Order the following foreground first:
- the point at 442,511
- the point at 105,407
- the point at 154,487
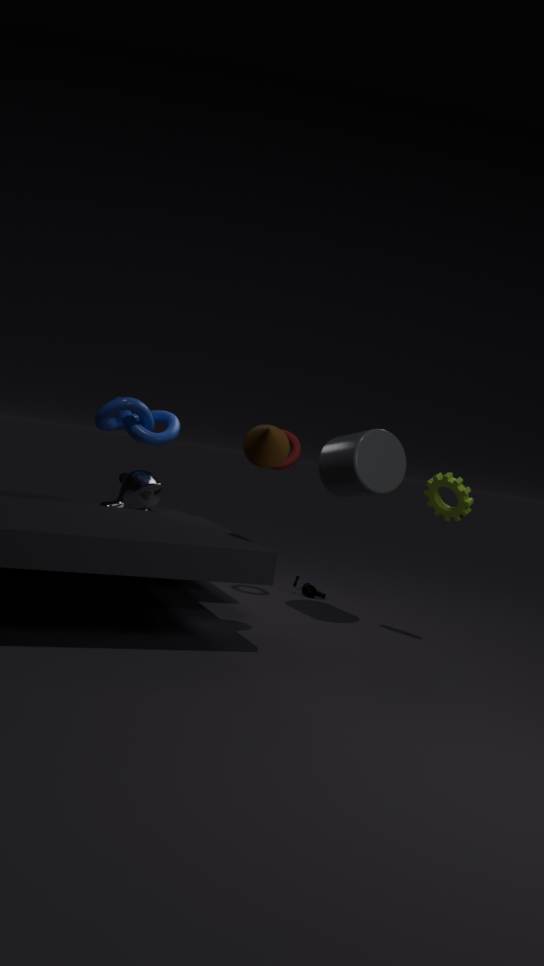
1. the point at 442,511
2. the point at 105,407
3. the point at 154,487
